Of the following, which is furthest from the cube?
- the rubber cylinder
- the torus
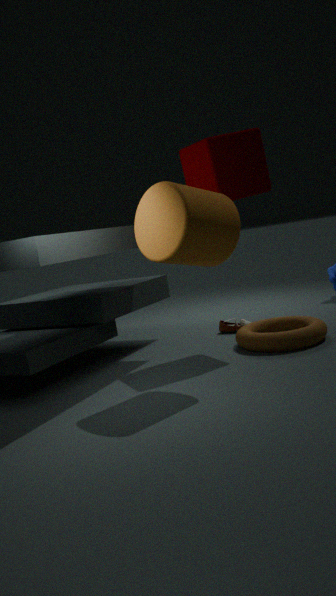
the torus
